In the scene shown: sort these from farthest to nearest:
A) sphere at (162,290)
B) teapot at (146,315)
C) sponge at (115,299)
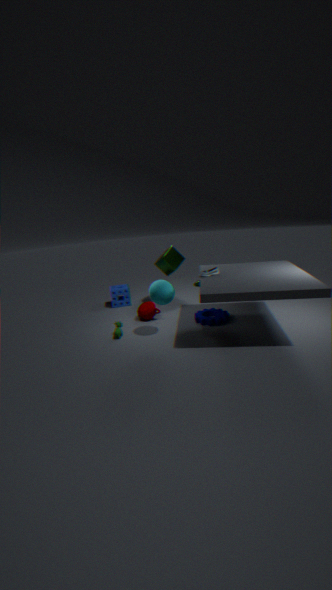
sponge at (115,299)
teapot at (146,315)
sphere at (162,290)
